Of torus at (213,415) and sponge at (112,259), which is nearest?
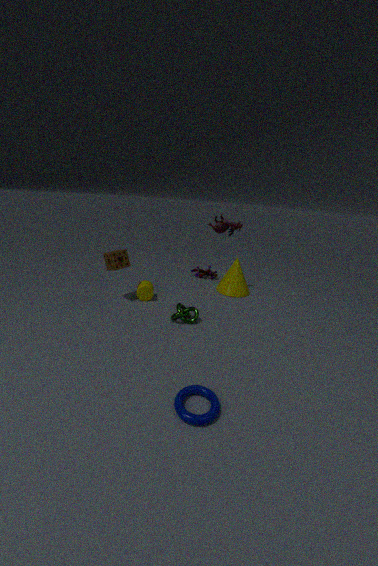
torus at (213,415)
